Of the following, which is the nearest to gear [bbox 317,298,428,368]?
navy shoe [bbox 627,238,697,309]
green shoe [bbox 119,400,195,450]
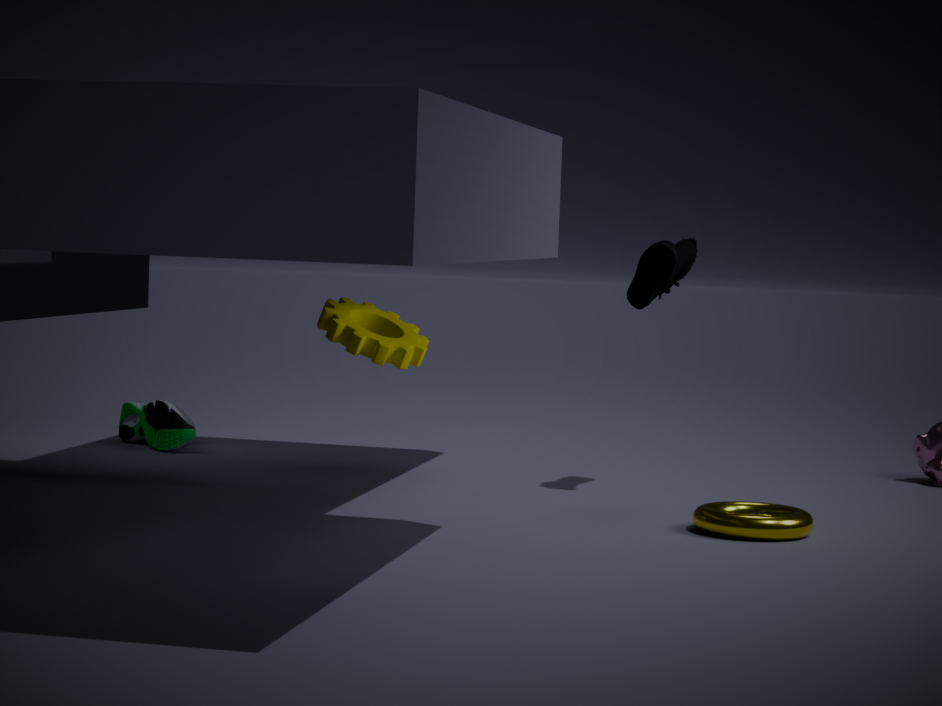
navy shoe [bbox 627,238,697,309]
